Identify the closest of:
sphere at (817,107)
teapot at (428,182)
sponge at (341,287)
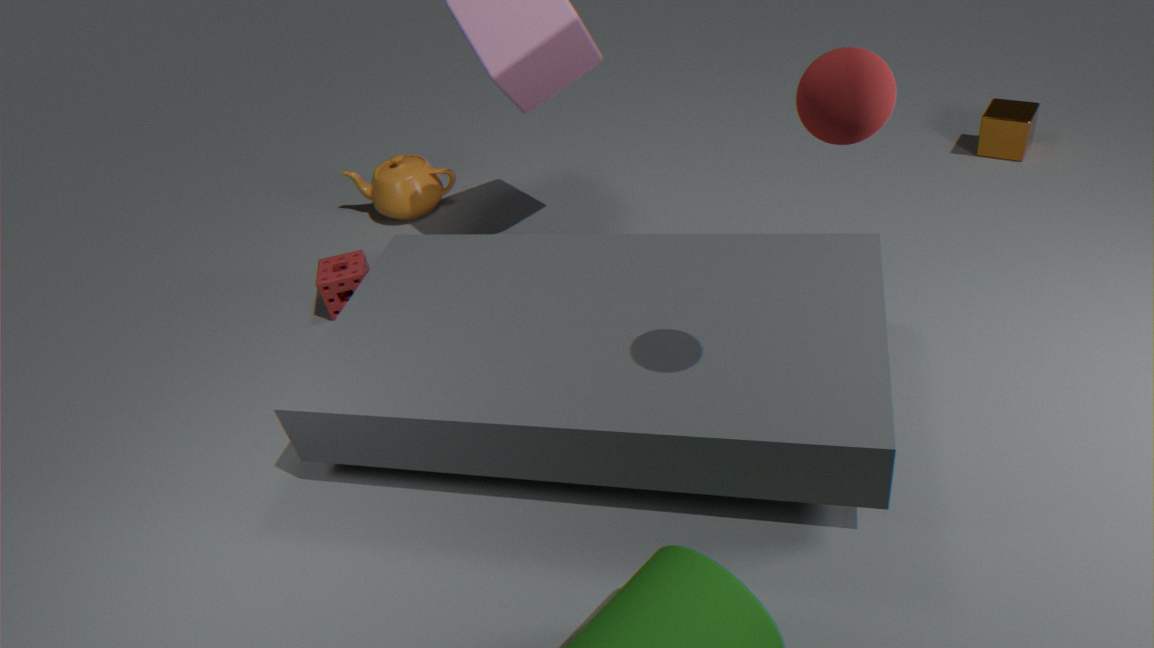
sphere at (817,107)
